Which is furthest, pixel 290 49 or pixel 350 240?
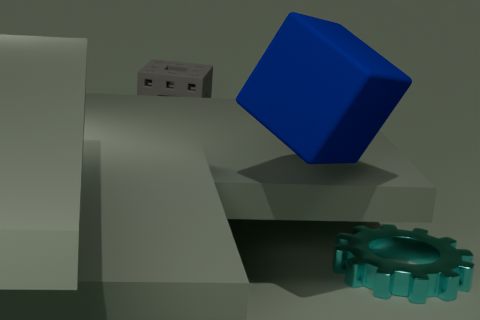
pixel 350 240
